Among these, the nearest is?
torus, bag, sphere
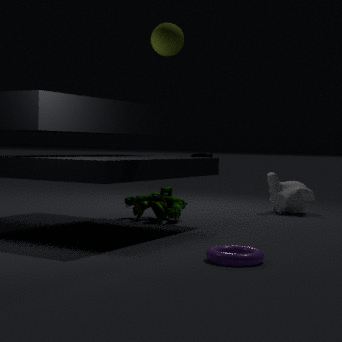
torus
